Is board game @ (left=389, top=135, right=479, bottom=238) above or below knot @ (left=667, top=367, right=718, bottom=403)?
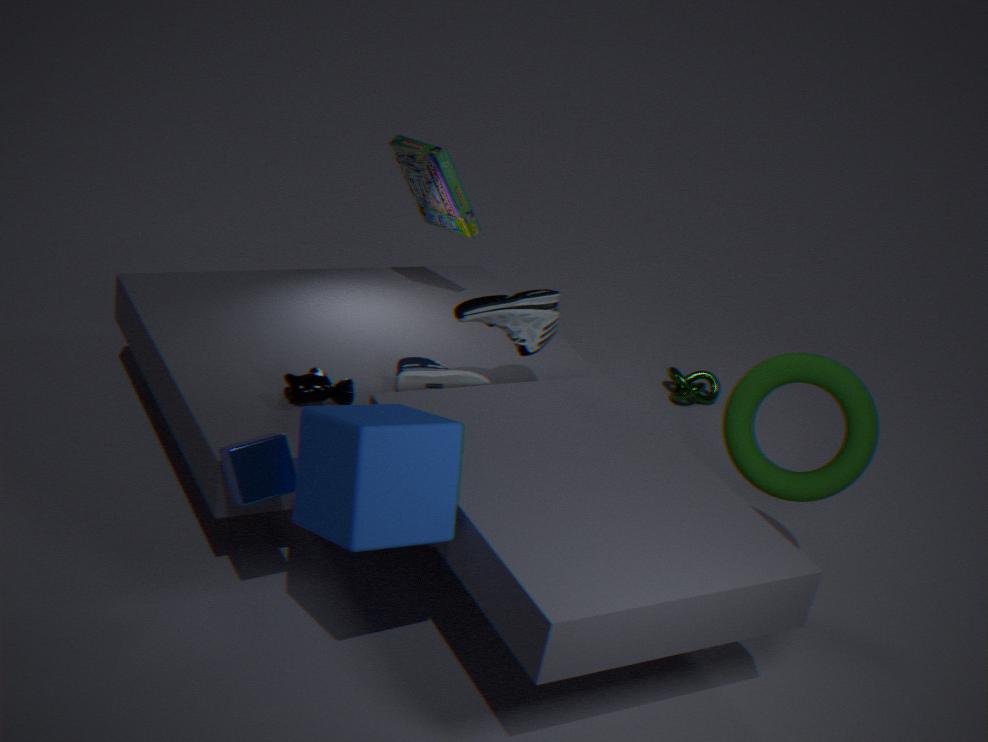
above
